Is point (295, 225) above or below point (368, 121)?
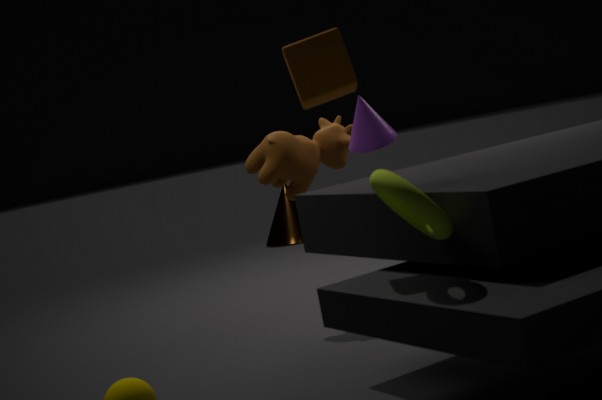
below
